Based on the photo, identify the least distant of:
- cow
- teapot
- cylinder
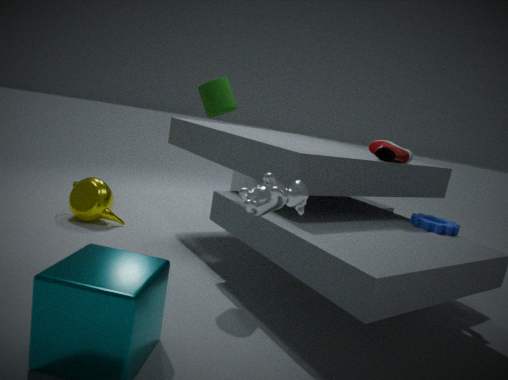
cow
